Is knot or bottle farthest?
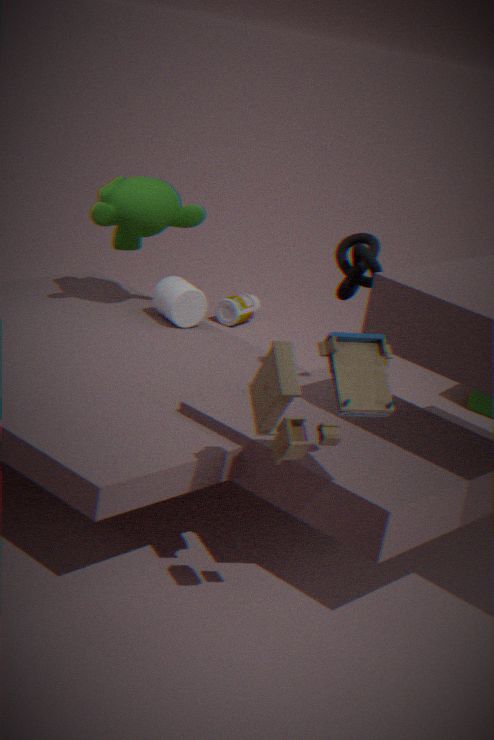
bottle
